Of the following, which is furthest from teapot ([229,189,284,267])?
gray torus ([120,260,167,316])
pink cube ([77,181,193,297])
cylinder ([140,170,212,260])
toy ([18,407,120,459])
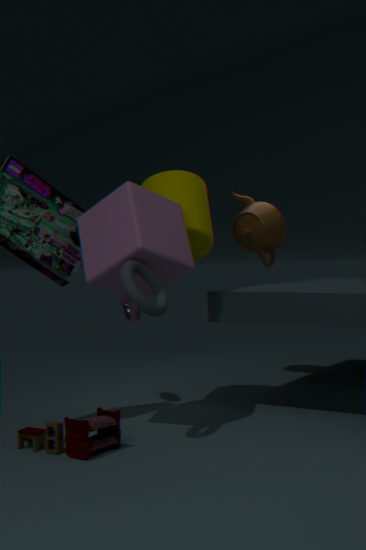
toy ([18,407,120,459])
